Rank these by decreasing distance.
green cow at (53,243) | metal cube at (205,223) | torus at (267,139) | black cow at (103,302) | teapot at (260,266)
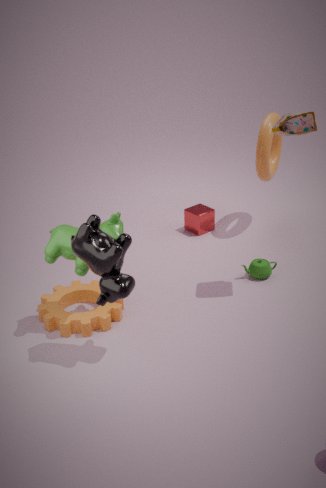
1. metal cube at (205,223)
2. torus at (267,139)
3. teapot at (260,266)
4. green cow at (53,243)
5. black cow at (103,302)
